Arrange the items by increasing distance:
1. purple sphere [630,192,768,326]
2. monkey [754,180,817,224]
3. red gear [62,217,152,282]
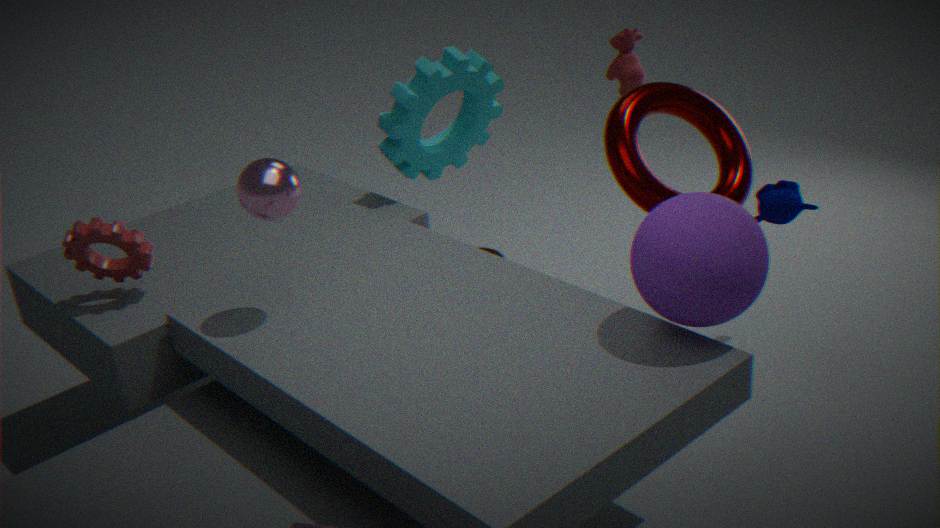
purple sphere [630,192,768,326] → red gear [62,217,152,282] → monkey [754,180,817,224]
